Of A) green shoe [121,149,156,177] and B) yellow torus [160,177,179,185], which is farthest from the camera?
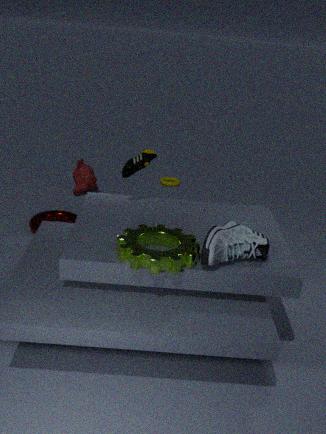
B. yellow torus [160,177,179,185]
